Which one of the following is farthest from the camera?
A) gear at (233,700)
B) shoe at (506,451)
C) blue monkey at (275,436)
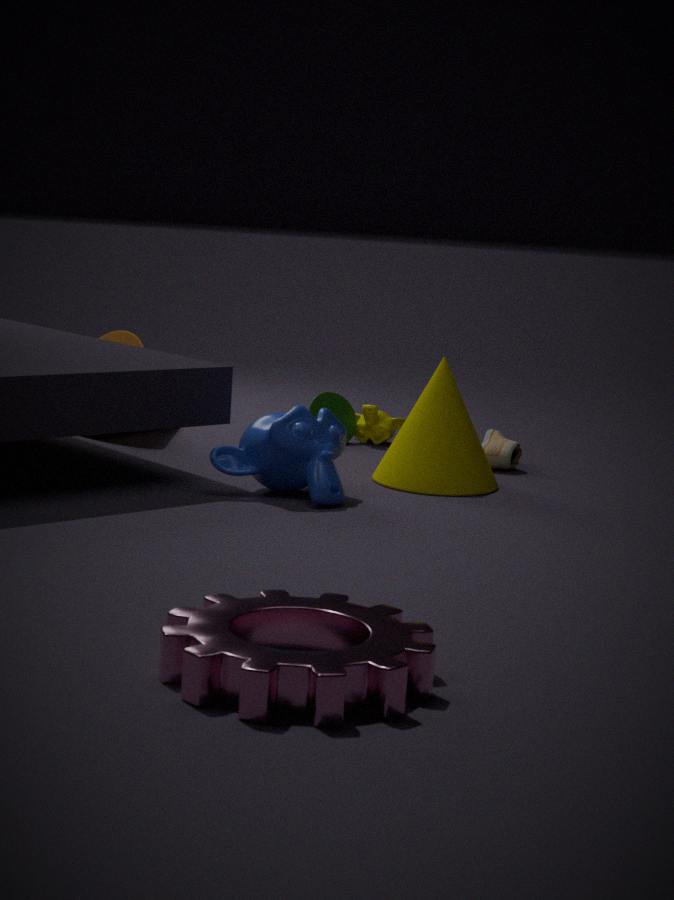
shoe at (506,451)
